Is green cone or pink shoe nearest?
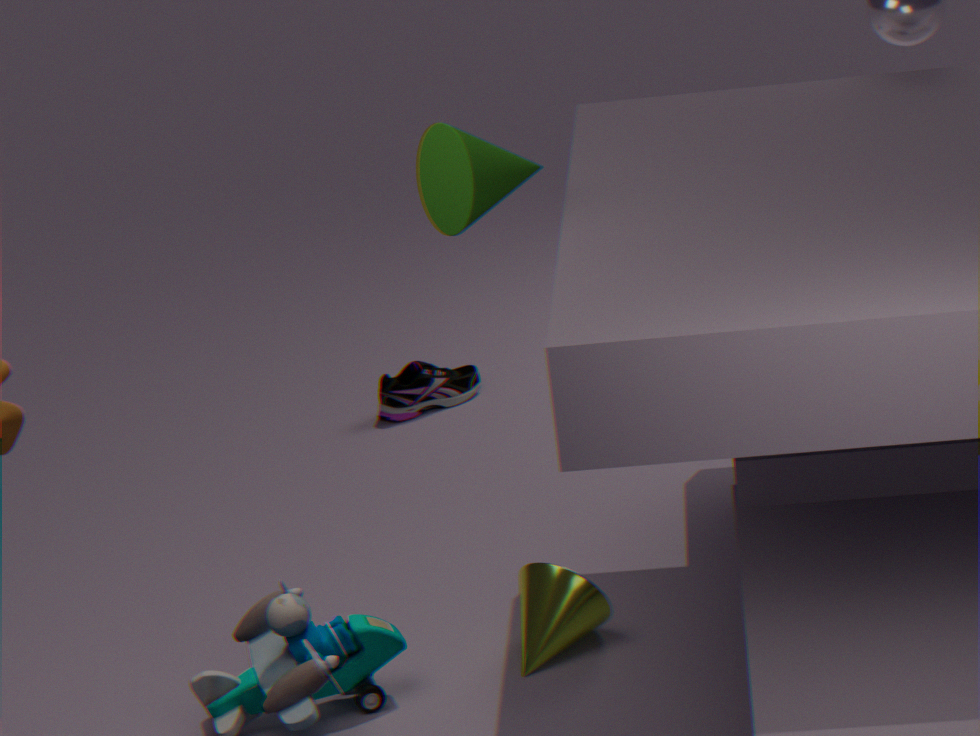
green cone
